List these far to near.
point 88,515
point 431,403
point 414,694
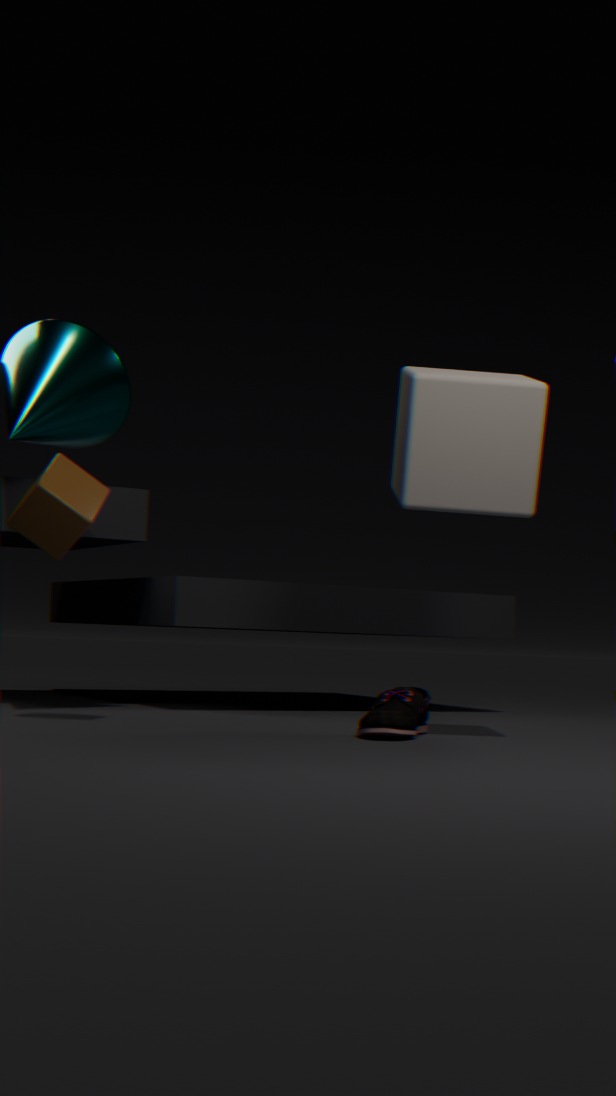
point 414,694, point 88,515, point 431,403
